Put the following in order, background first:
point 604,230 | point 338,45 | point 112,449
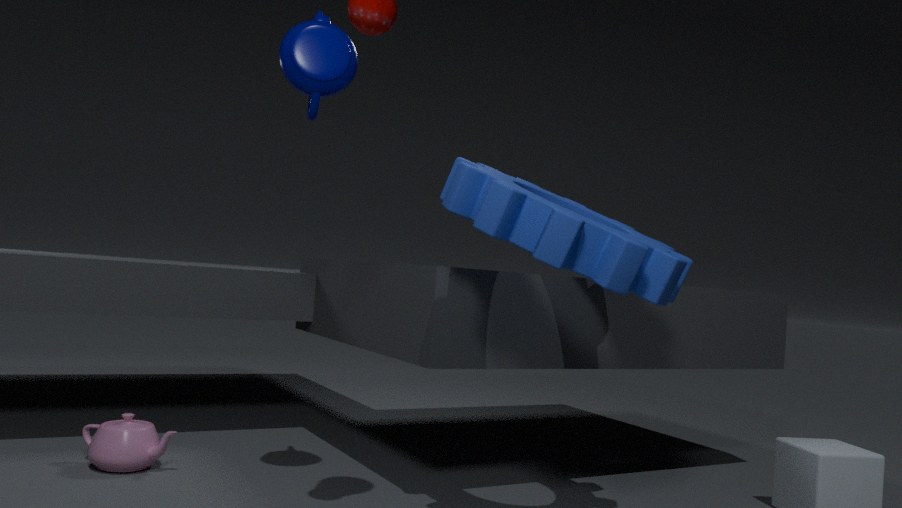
point 112,449 < point 338,45 < point 604,230
